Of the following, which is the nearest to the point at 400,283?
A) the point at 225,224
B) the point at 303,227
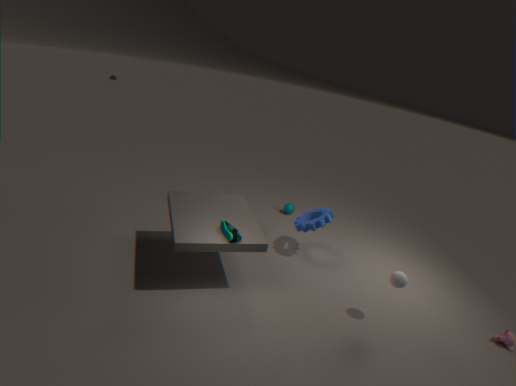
the point at 303,227
